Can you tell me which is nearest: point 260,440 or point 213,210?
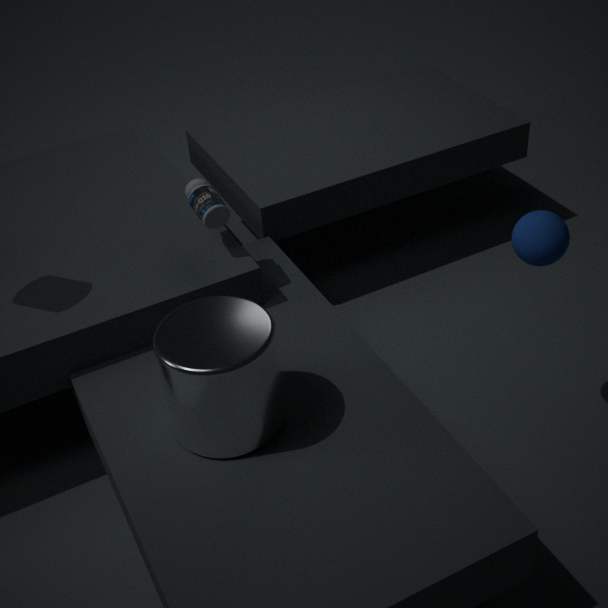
point 260,440
